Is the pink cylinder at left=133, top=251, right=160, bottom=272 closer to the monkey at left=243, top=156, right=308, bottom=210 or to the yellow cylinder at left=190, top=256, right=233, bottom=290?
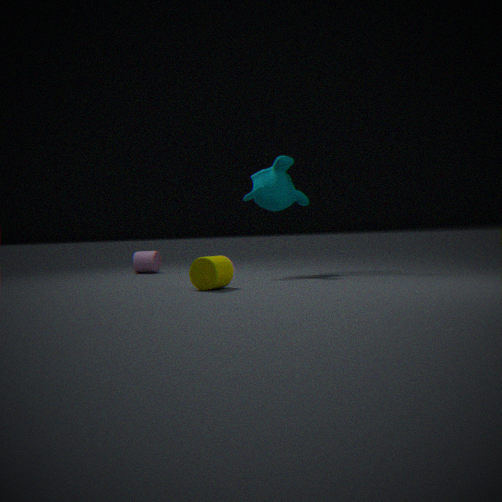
the monkey at left=243, top=156, right=308, bottom=210
